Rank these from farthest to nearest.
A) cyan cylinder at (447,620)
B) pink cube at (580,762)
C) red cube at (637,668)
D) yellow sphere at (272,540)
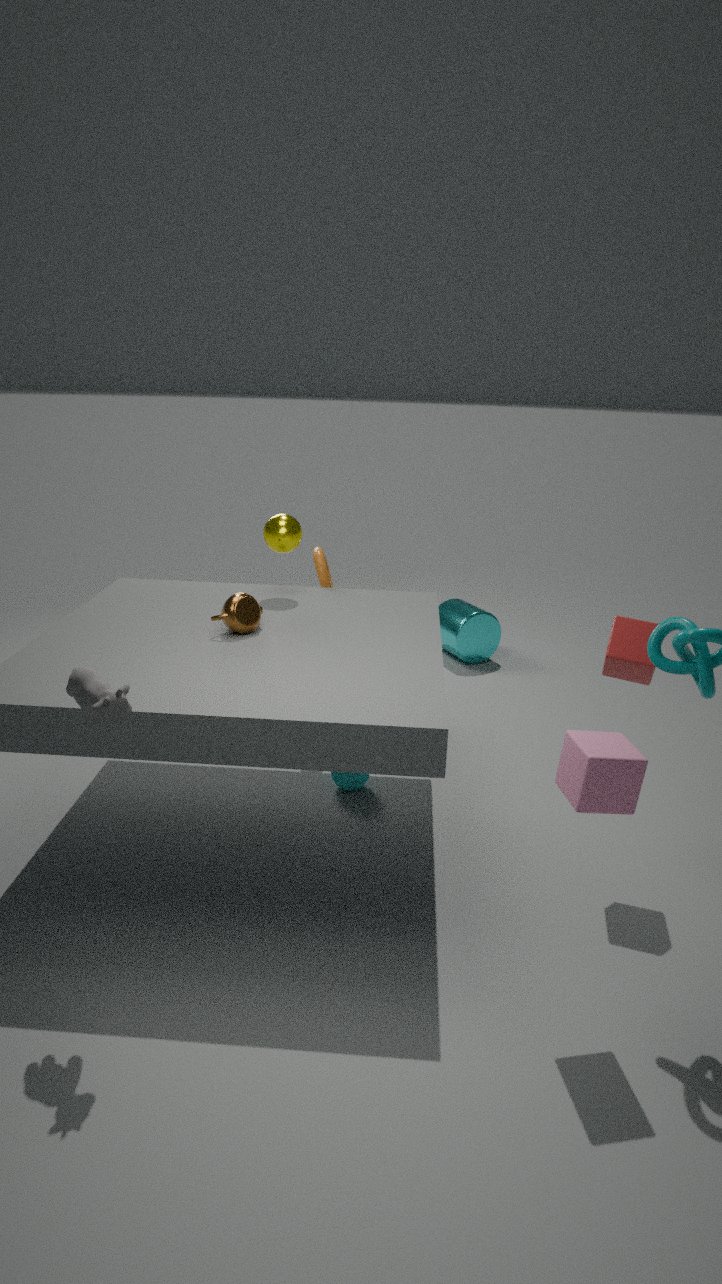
cyan cylinder at (447,620), yellow sphere at (272,540), red cube at (637,668), pink cube at (580,762)
